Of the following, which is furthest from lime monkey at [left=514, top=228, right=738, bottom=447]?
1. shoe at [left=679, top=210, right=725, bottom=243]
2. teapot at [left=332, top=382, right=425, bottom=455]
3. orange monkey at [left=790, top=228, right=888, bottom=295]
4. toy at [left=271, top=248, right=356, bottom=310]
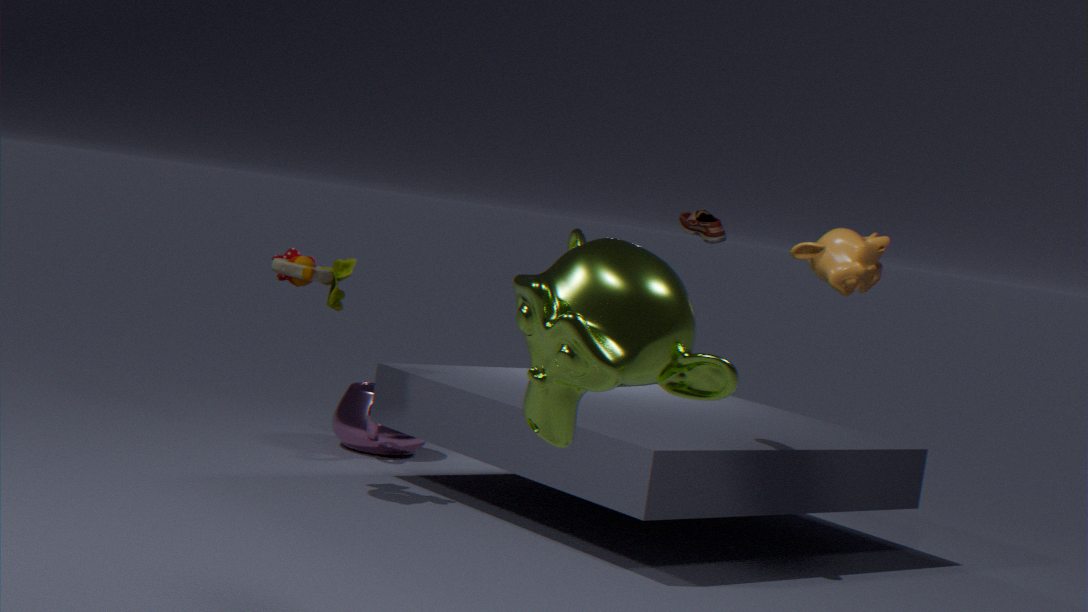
teapot at [left=332, top=382, right=425, bottom=455]
